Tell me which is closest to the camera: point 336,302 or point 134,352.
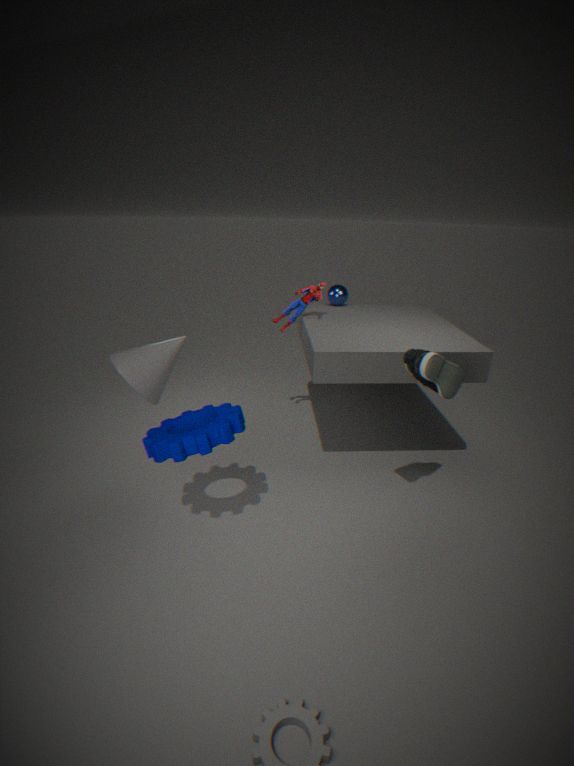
point 134,352
